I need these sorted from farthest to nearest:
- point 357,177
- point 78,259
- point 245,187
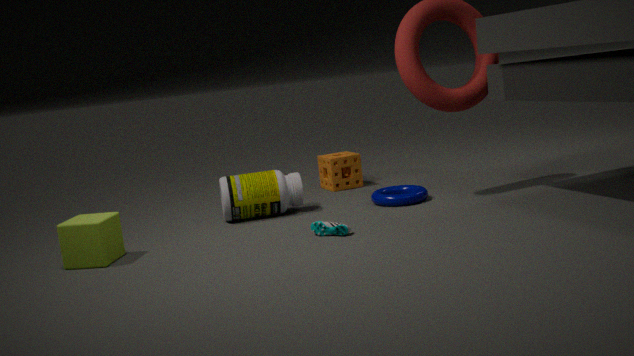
point 357,177 → point 245,187 → point 78,259
